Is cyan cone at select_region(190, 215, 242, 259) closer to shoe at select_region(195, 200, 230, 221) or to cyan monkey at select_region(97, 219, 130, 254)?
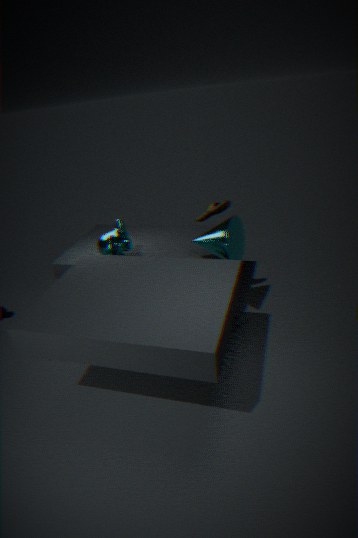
shoe at select_region(195, 200, 230, 221)
